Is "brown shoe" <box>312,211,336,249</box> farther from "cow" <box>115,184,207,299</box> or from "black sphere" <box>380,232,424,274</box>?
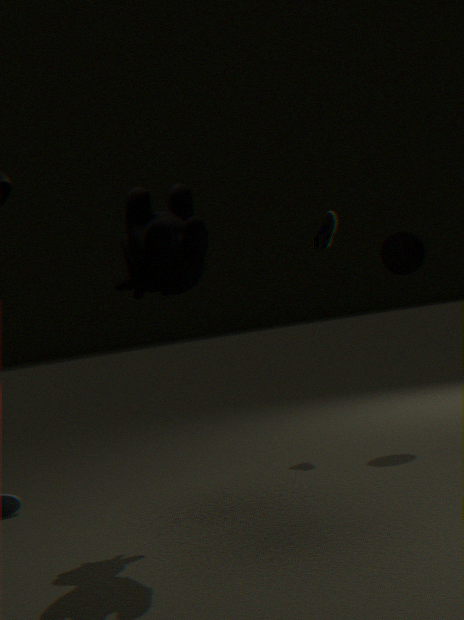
"cow" <box>115,184,207,299</box>
